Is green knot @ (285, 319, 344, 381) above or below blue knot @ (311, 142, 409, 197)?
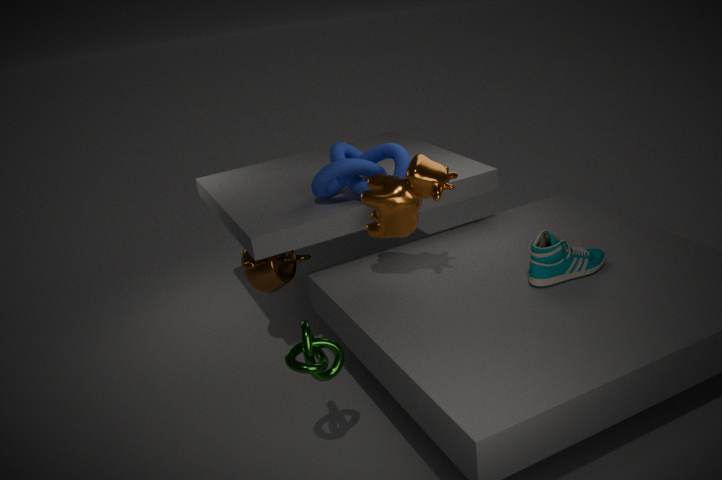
below
